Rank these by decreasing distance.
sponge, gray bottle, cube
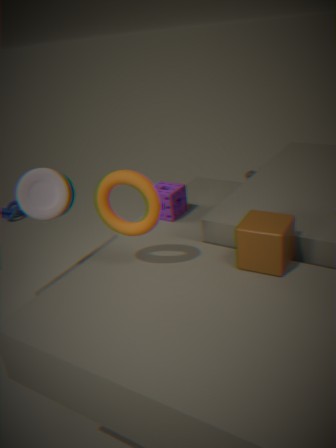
sponge
gray bottle
cube
